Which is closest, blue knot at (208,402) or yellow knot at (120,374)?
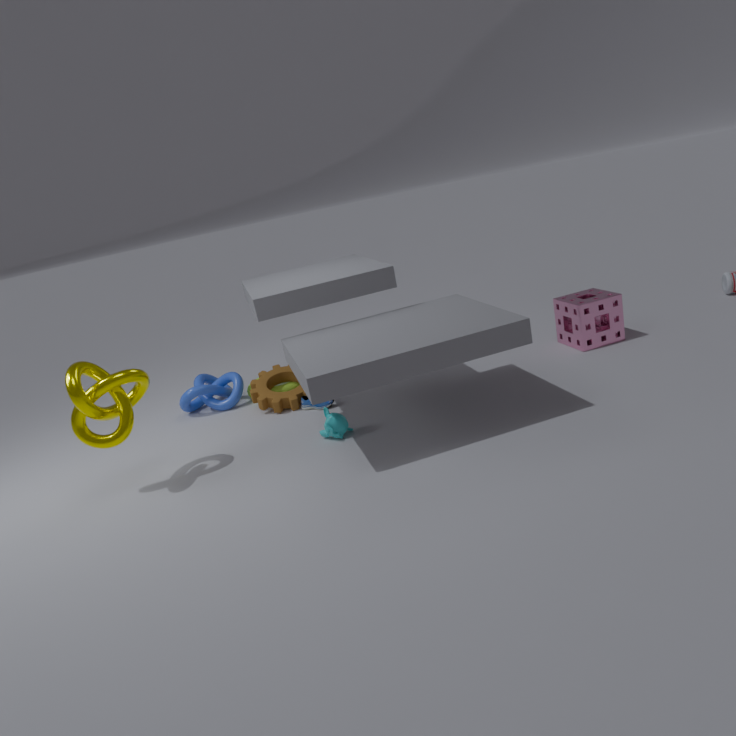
yellow knot at (120,374)
